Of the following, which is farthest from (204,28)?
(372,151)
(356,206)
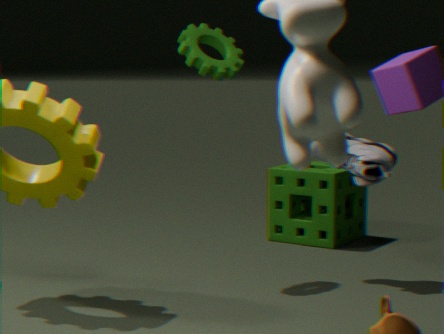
(356,206)
